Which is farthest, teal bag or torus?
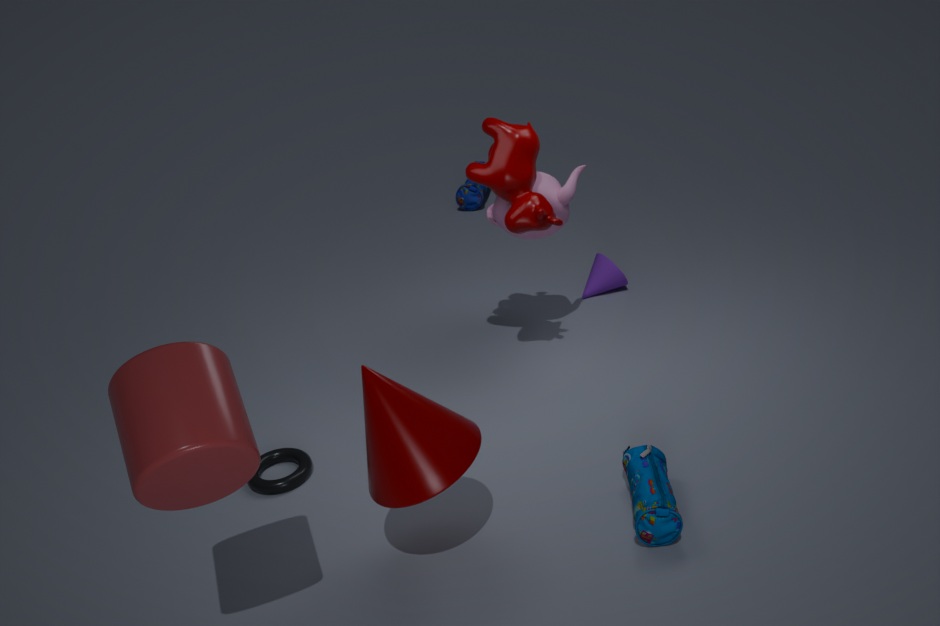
torus
